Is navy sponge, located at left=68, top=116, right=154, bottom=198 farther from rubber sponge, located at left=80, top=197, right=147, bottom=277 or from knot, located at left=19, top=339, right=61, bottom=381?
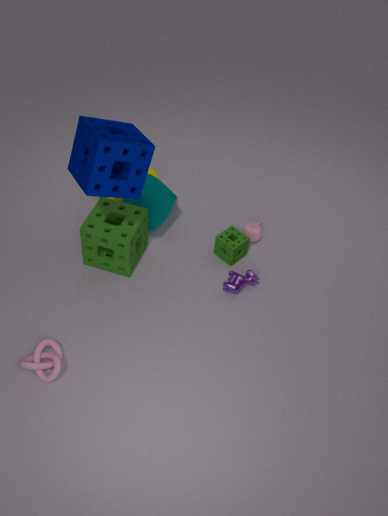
knot, located at left=19, top=339, right=61, bottom=381
